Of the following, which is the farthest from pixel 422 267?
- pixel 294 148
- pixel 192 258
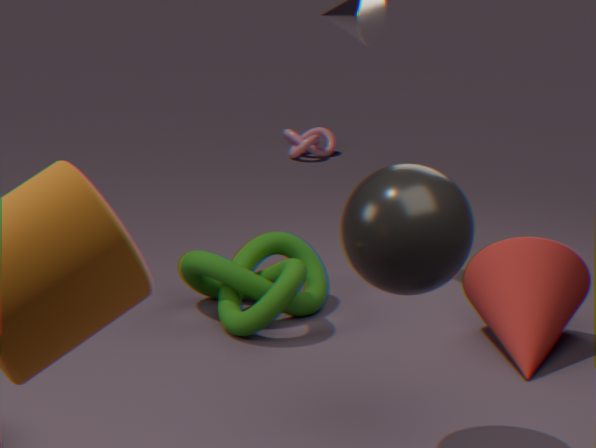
pixel 294 148
